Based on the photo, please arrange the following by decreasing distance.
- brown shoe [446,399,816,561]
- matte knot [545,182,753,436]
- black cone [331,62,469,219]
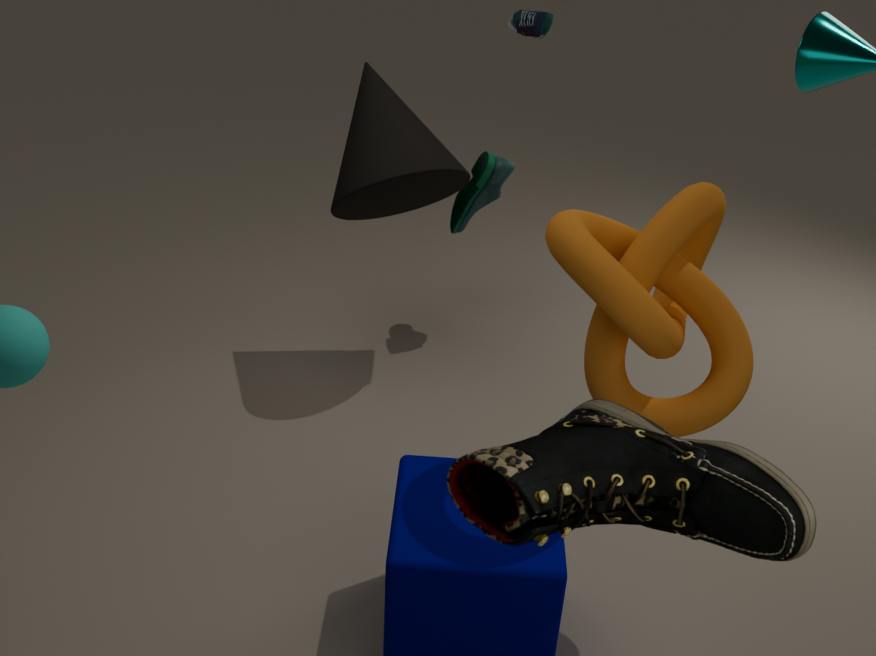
1. black cone [331,62,469,219]
2. matte knot [545,182,753,436]
3. brown shoe [446,399,816,561]
